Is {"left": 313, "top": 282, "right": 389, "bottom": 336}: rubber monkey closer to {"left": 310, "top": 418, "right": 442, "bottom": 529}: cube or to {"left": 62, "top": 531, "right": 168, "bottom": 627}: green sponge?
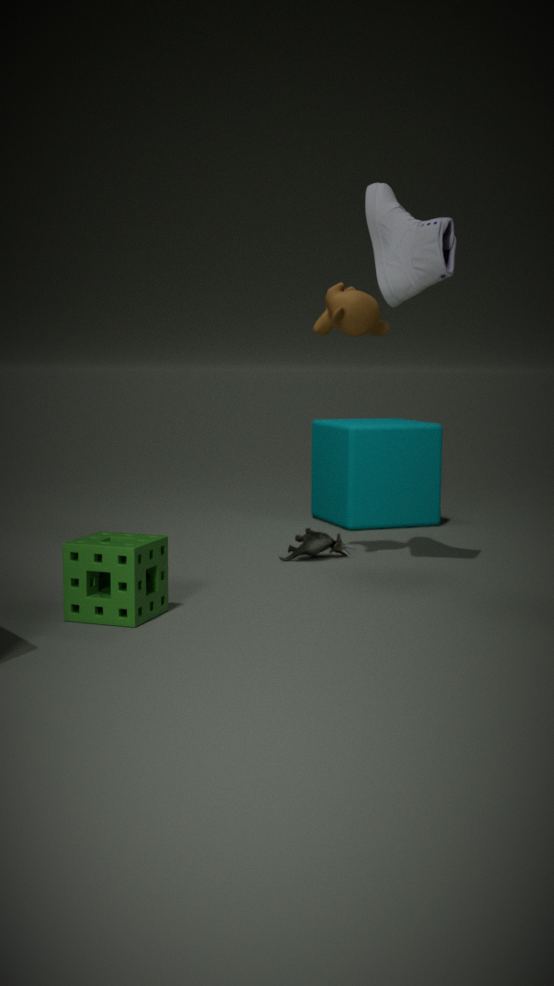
{"left": 310, "top": 418, "right": 442, "bottom": 529}: cube
